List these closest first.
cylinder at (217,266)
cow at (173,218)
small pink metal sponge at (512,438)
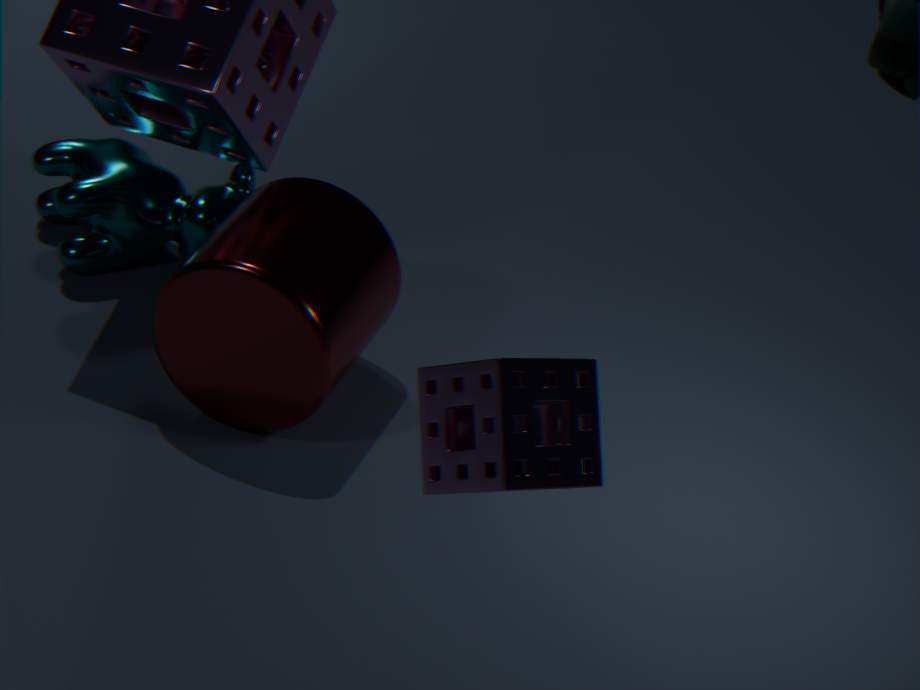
small pink metal sponge at (512,438) → cylinder at (217,266) → cow at (173,218)
